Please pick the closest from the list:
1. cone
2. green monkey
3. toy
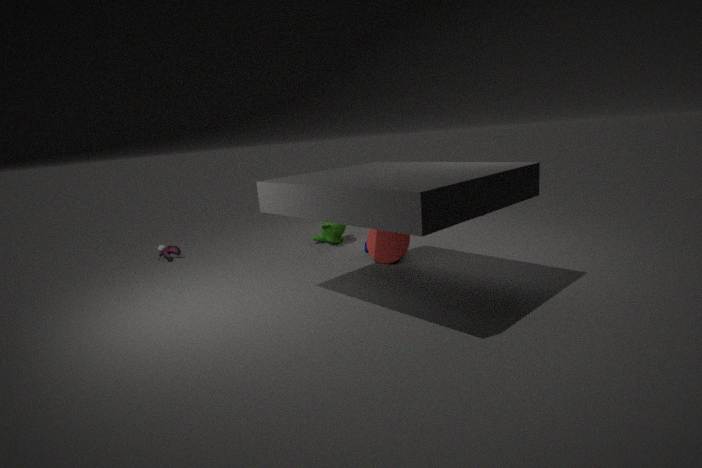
cone
